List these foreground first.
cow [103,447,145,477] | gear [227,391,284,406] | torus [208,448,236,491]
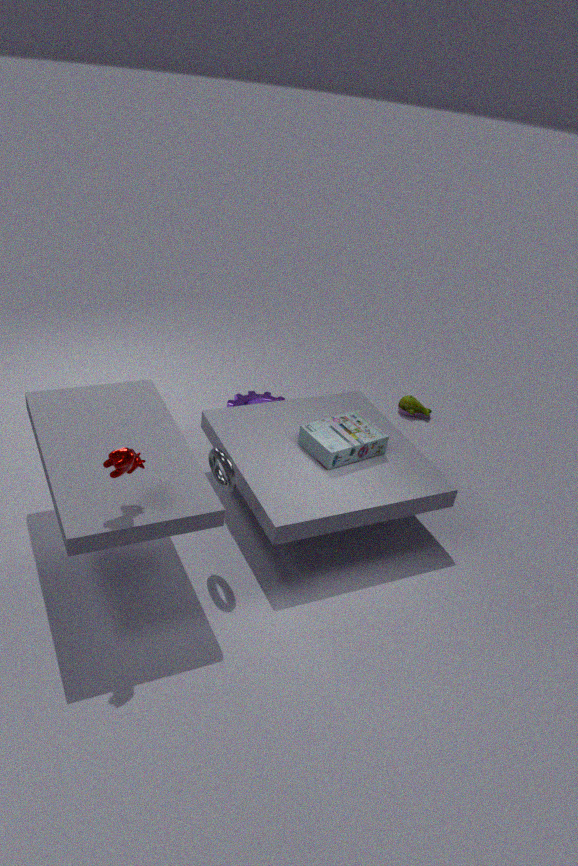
cow [103,447,145,477]
torus [208,448,236,491]
gear [227,391,284,406]
